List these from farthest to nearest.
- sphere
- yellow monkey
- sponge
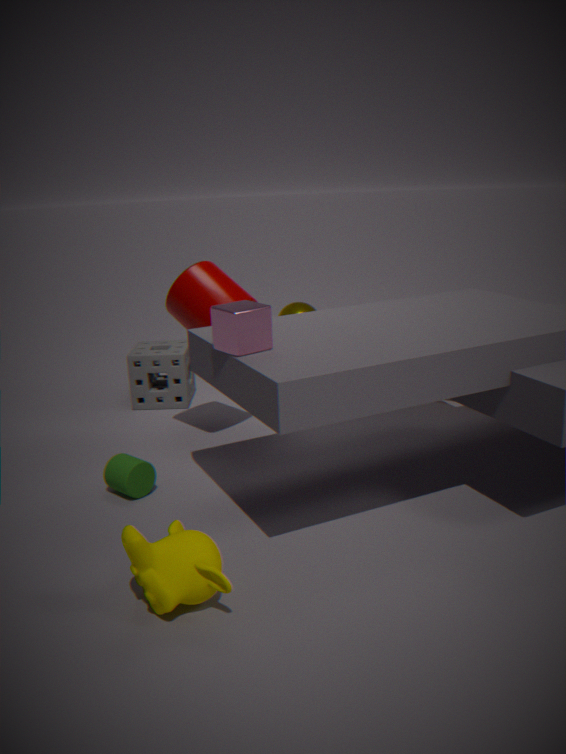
1. sphere
2. sponge
3. yellow monkey
